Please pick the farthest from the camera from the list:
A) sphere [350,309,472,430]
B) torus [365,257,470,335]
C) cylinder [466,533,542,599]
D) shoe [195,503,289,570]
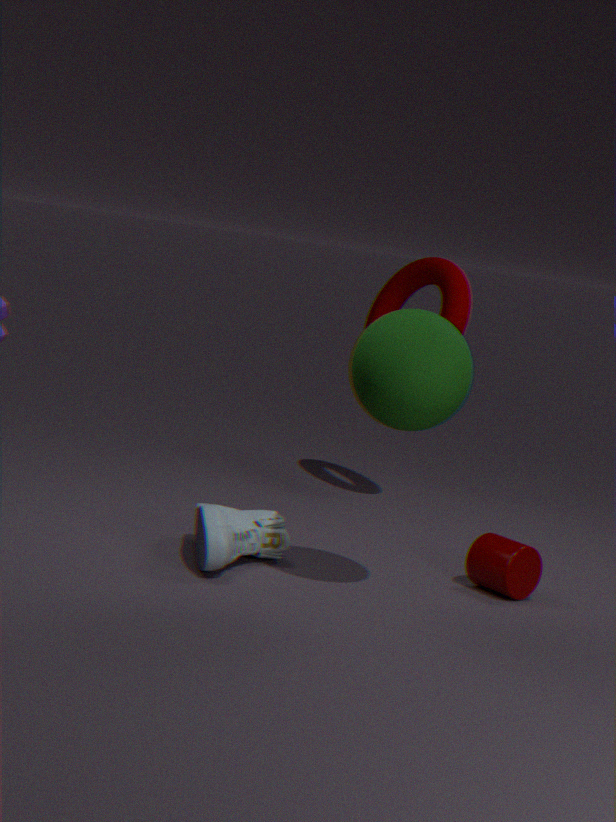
torus [365,257,470,335]
